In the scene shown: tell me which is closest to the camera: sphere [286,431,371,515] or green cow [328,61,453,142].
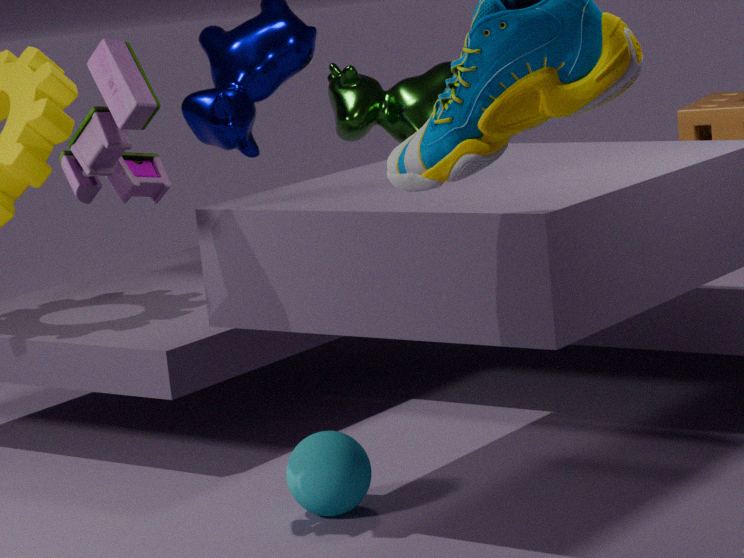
sphere [286,431,371,515]
